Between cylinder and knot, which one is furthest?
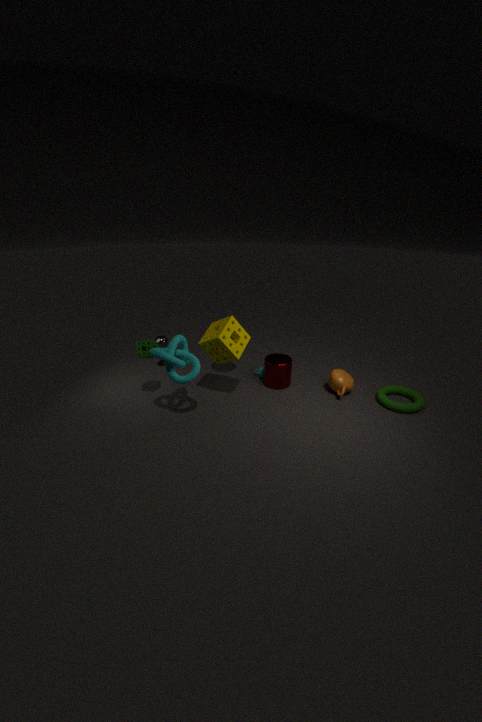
cylinder
